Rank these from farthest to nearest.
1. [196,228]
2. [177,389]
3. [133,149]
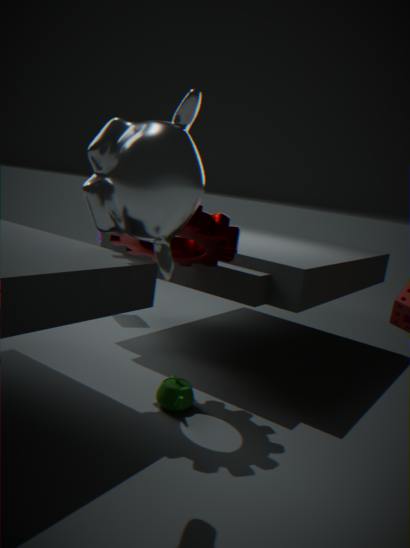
[177,389] < [196,228] < [133,149]
